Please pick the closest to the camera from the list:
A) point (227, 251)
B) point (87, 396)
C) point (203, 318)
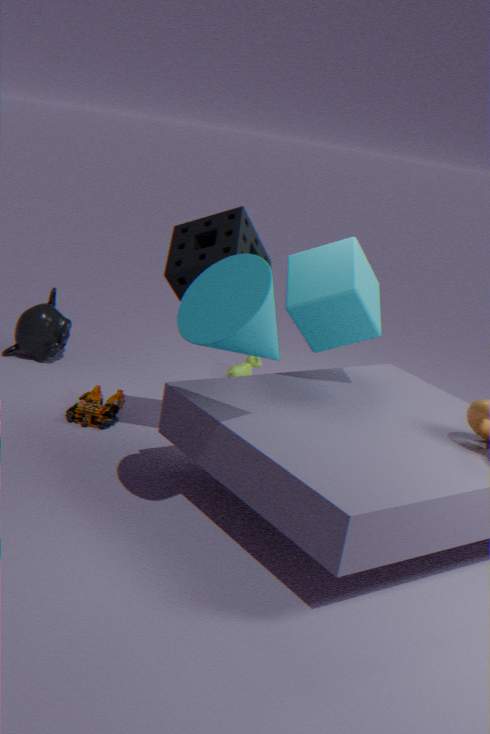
point (203, 318)
